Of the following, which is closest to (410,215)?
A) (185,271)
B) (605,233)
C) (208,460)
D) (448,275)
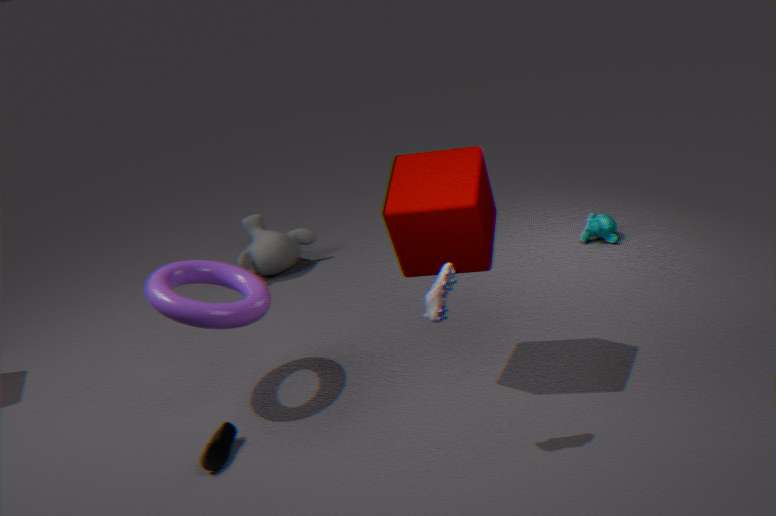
(448,275)
